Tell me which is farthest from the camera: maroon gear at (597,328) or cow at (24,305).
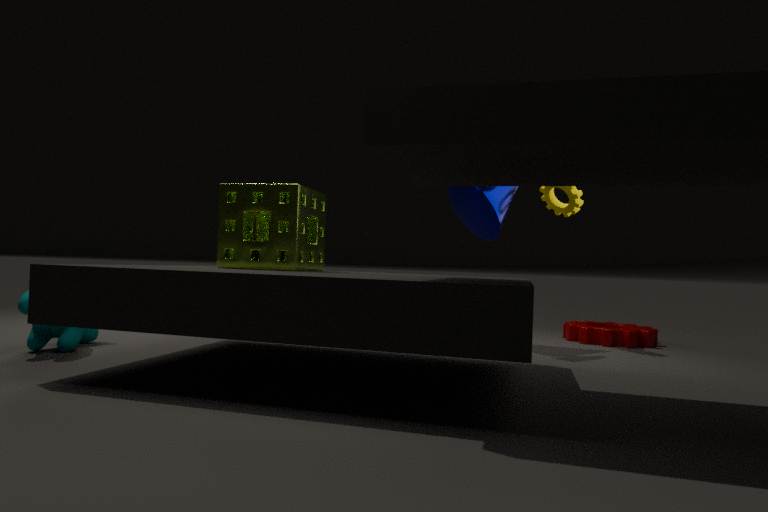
maroon gear at (597,328)
